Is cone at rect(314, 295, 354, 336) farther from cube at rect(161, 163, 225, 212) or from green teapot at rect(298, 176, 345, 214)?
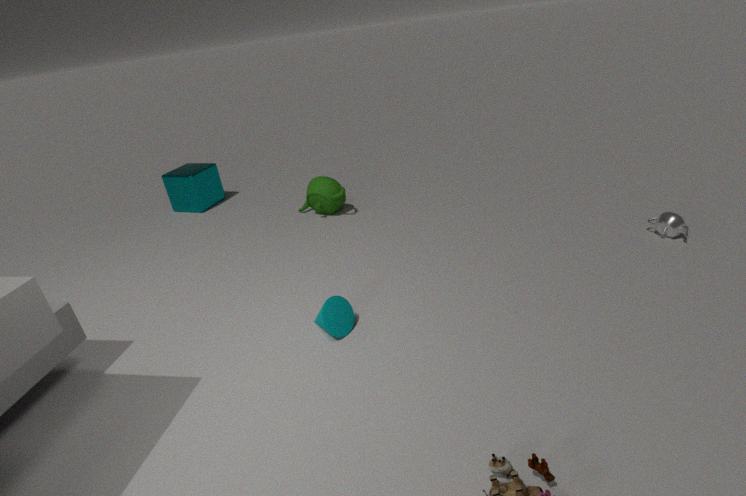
cube at rect(161, 163, 225, 212)
